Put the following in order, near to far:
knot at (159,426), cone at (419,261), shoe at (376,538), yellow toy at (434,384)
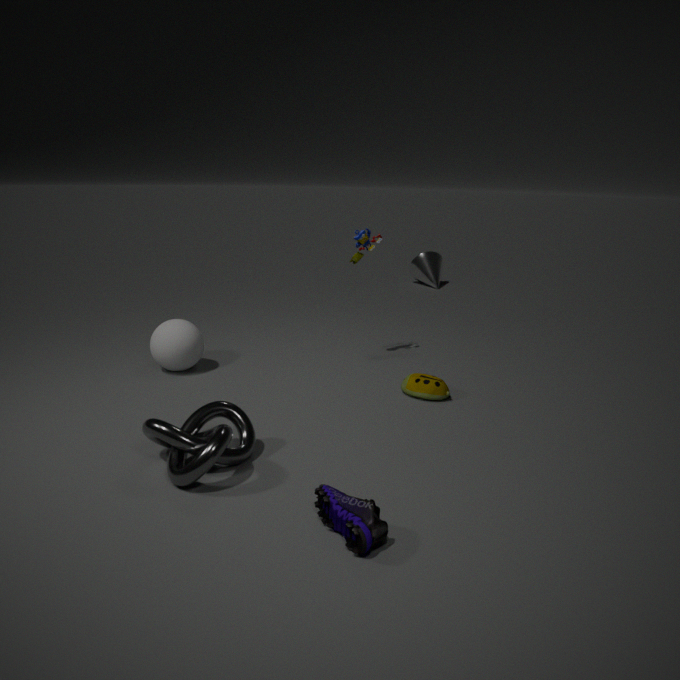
shoe at (376,538) → knot at (159,426) → yellow toy at (434,384) → cone at (419,261)
